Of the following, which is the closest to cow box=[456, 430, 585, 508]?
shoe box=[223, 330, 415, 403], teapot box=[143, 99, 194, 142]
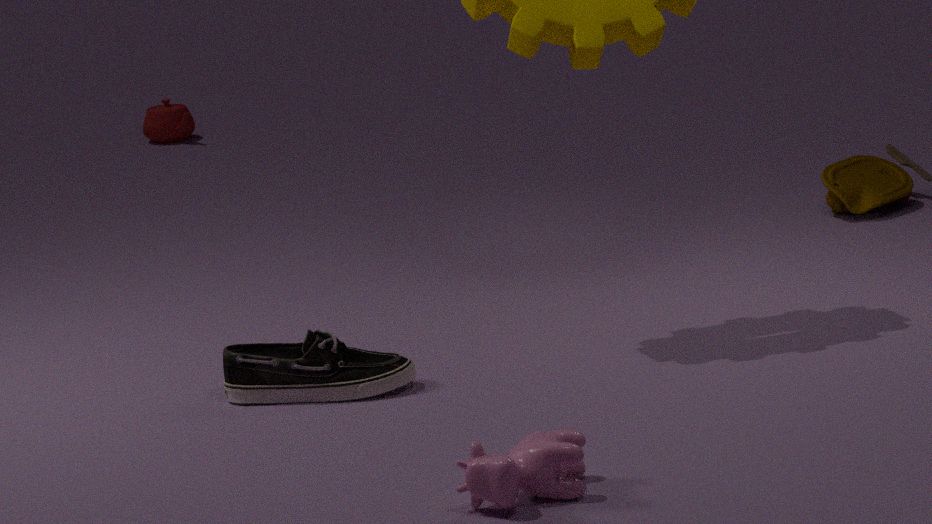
shoe box=[223, 330, 415, 403]
